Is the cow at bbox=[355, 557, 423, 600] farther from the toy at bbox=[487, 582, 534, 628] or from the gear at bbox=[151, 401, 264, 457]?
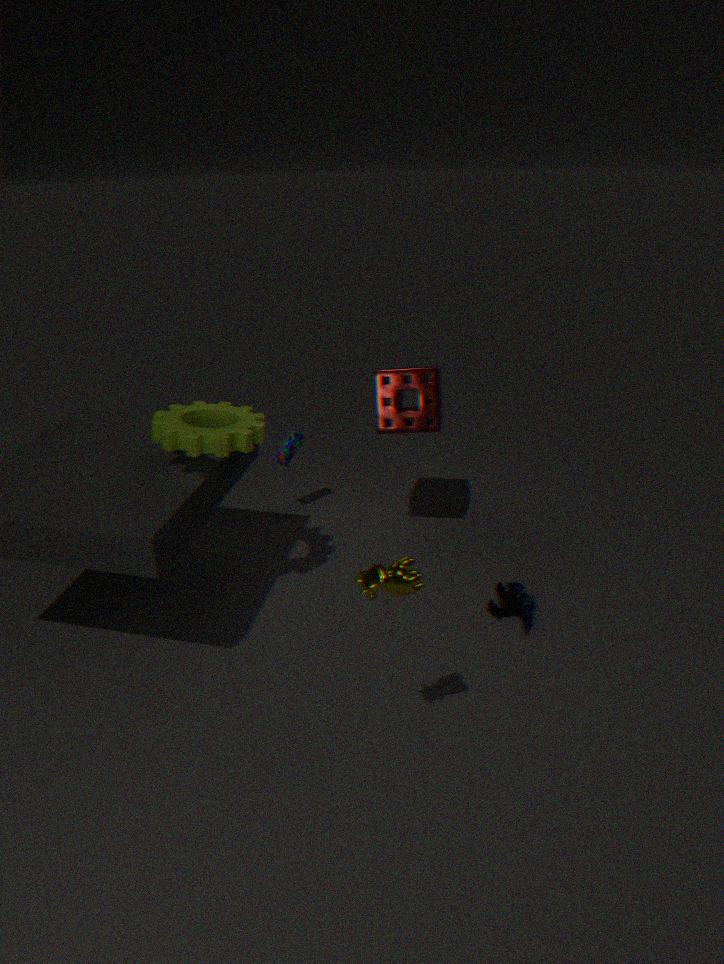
the toy at bbox=[487, 582, 534, 628]
